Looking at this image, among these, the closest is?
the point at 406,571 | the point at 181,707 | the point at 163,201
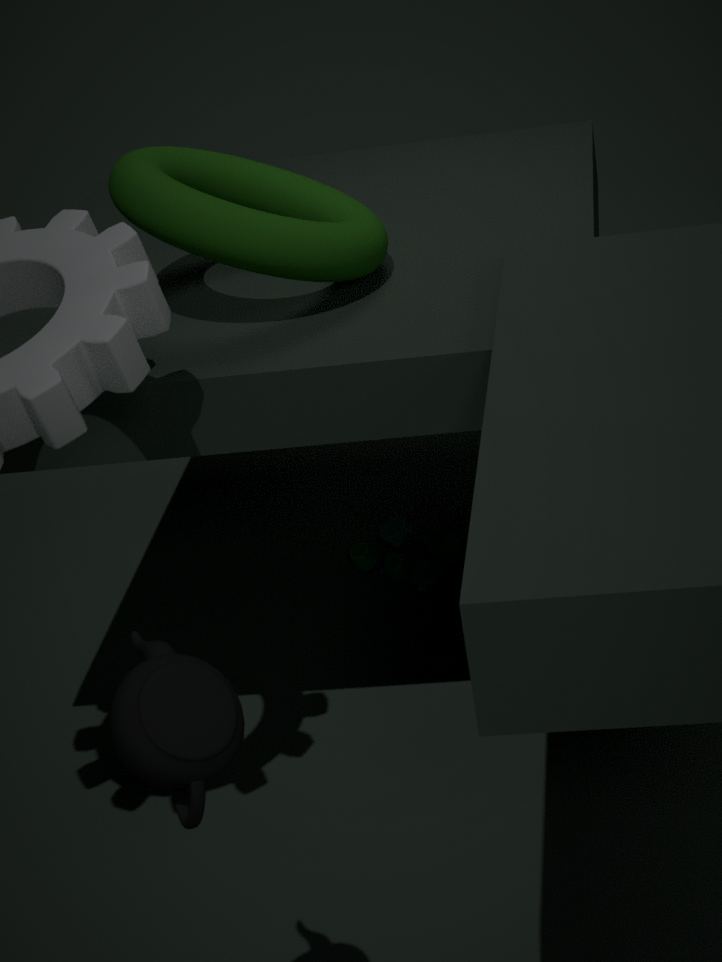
the point at 181,707
